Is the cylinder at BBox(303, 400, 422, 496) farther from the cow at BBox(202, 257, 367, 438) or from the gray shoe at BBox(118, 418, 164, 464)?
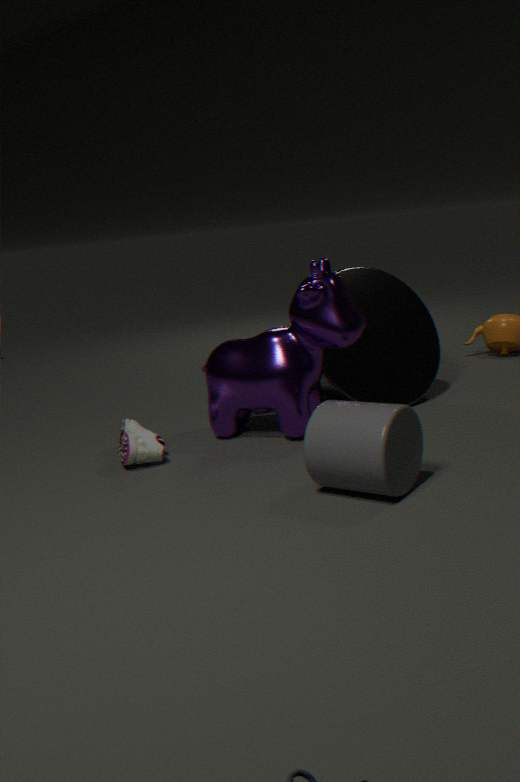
the gray shoe at BBox(118, 418, 164, 464)
